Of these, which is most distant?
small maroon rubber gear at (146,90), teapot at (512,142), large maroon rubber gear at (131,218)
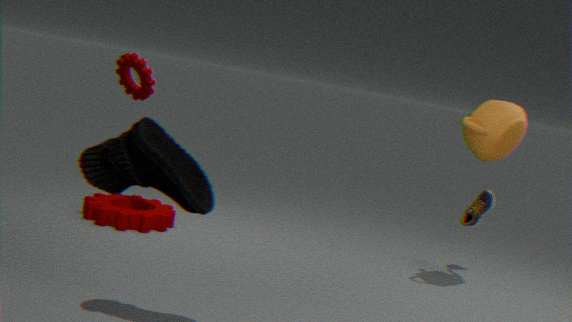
large maroon rubber gear at (131,218)
